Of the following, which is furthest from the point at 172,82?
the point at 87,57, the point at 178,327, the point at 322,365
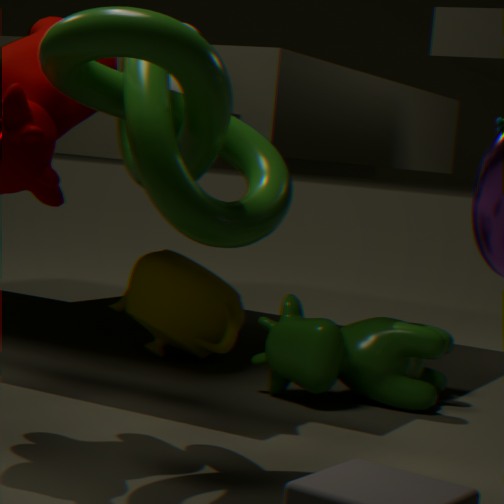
the point at 322,365
